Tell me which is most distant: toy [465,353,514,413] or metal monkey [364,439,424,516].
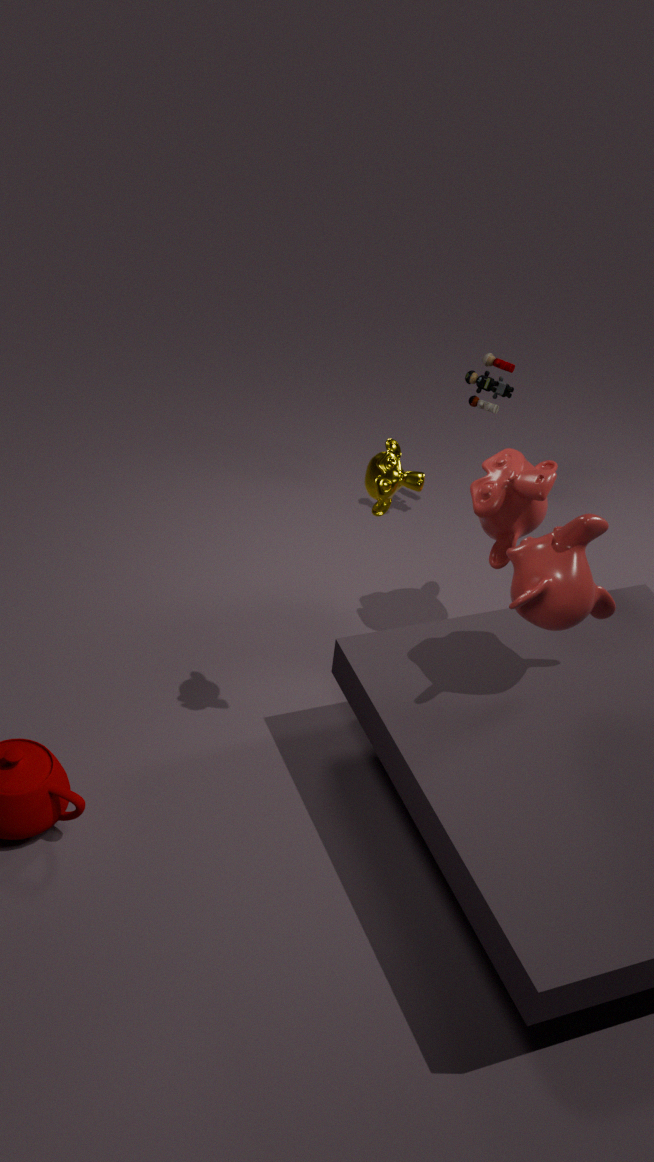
toy [465,353,514,413]
